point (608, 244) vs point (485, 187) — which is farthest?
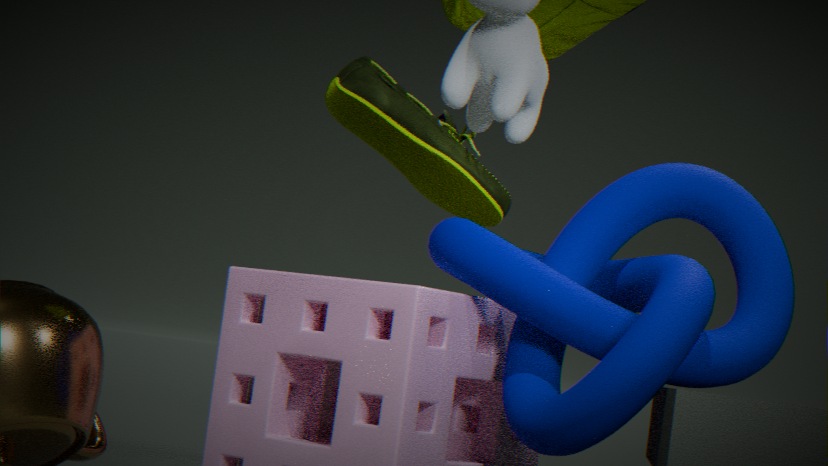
point (485, 187)
